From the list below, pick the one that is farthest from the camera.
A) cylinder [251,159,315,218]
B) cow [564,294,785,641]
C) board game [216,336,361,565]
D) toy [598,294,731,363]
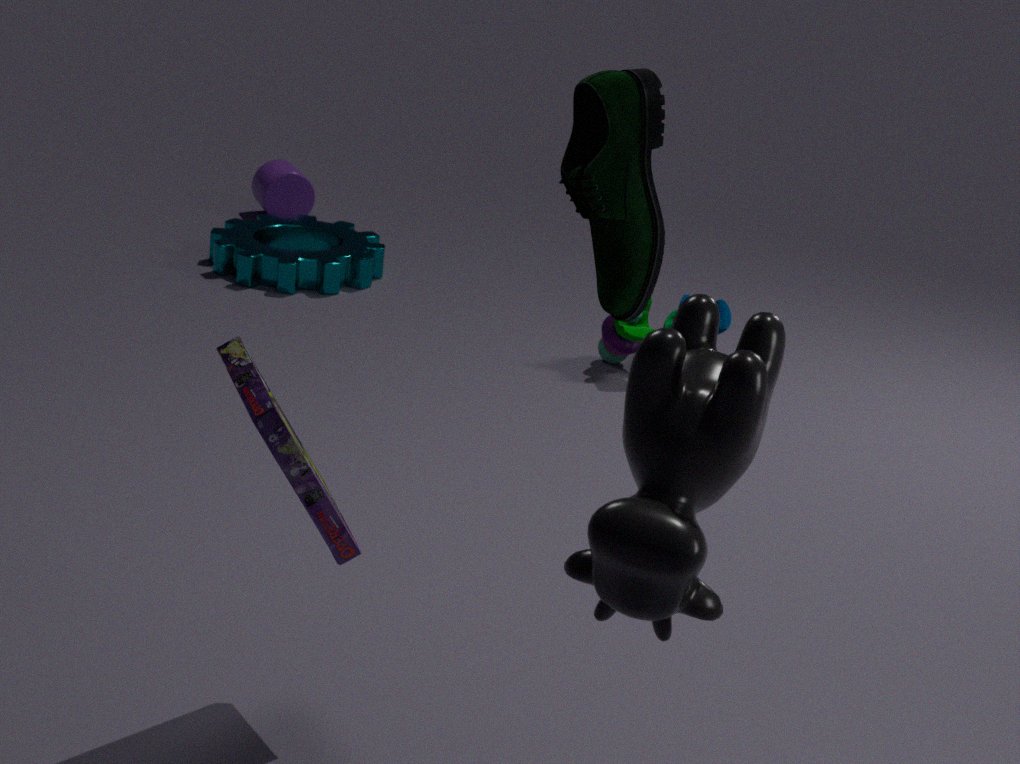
cylinder [251,159,315,218]
